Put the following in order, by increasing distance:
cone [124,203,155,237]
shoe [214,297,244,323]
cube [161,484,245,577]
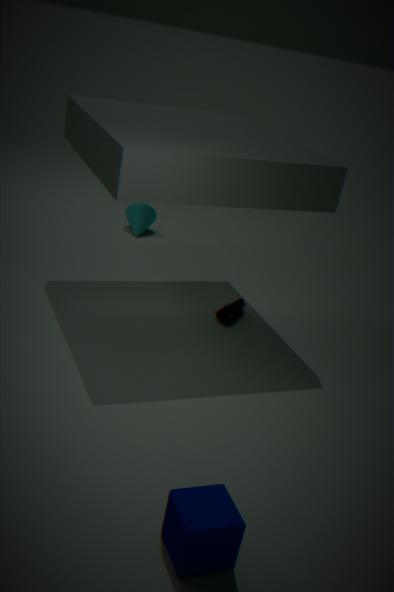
Result: cube [161,484,245,577] < shoe [214,297,244,323] < cone [124,203,155,237]
